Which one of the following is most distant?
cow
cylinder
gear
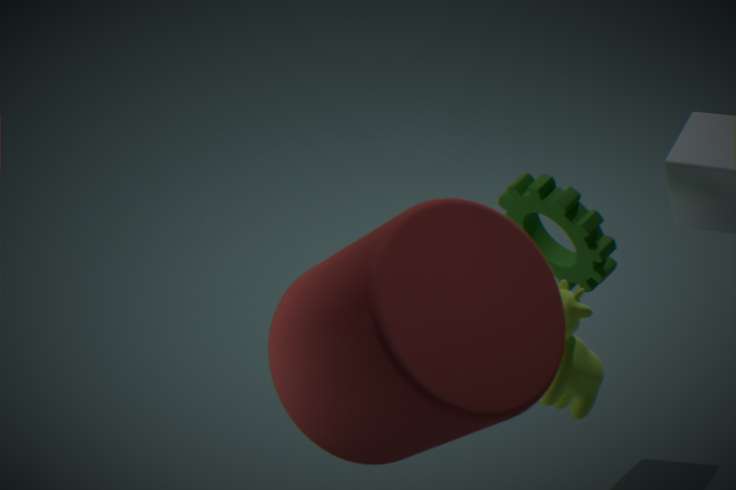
gear
